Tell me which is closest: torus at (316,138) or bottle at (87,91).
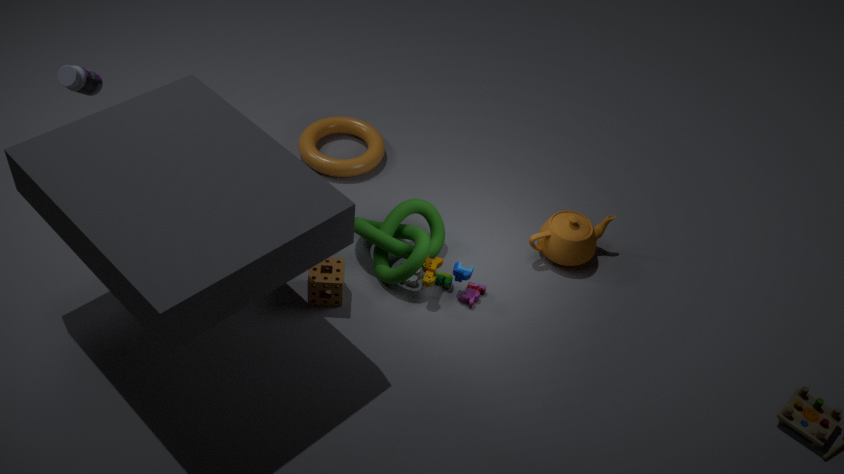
bottle at (87,91)
